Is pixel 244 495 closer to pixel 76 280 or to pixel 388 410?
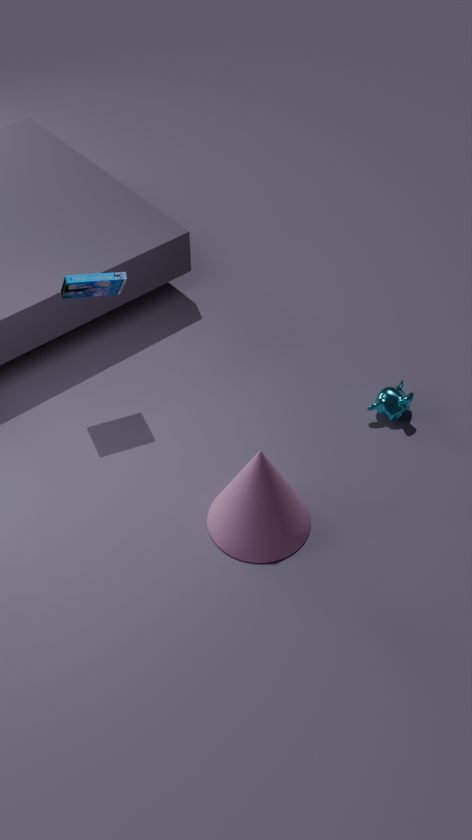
pixel 388 410
